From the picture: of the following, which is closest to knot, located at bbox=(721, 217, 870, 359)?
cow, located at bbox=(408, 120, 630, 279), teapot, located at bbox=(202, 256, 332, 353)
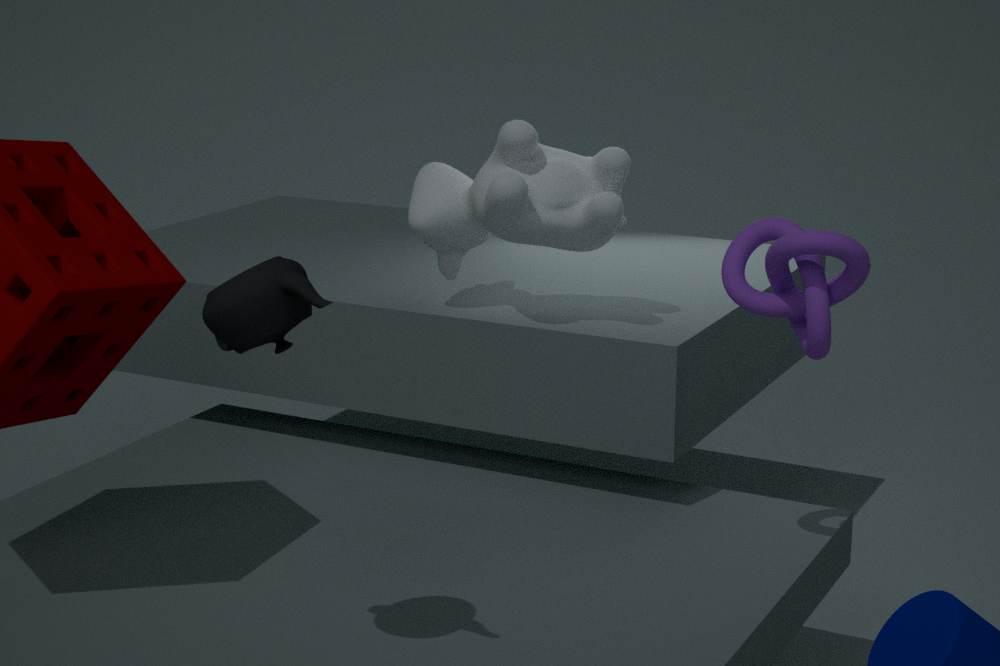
cow, located at bbox=(408, 120, 630, 279)
